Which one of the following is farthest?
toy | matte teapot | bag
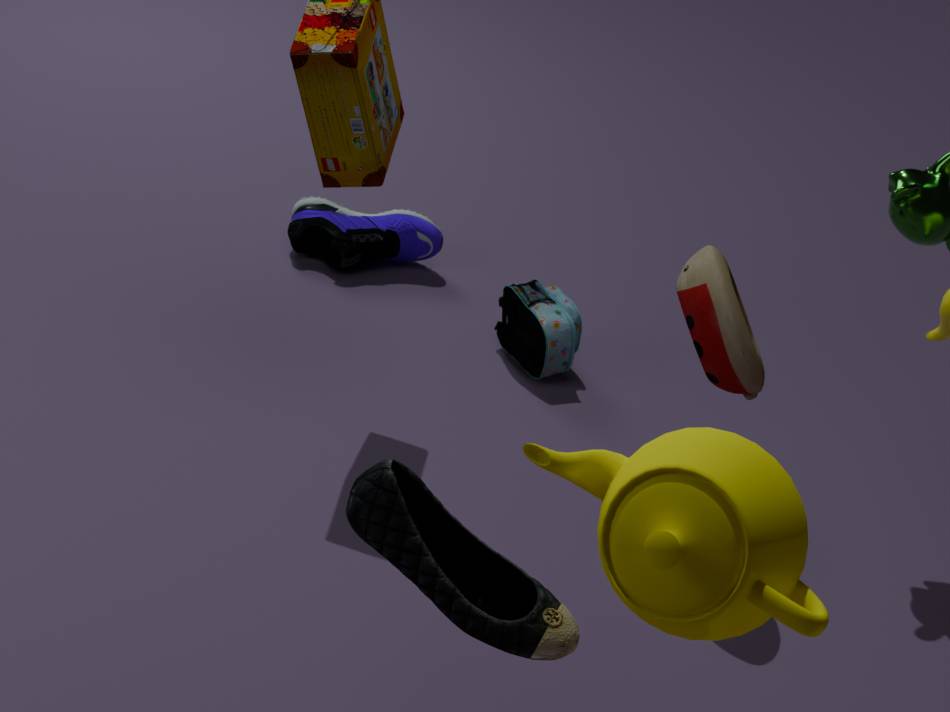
bag
